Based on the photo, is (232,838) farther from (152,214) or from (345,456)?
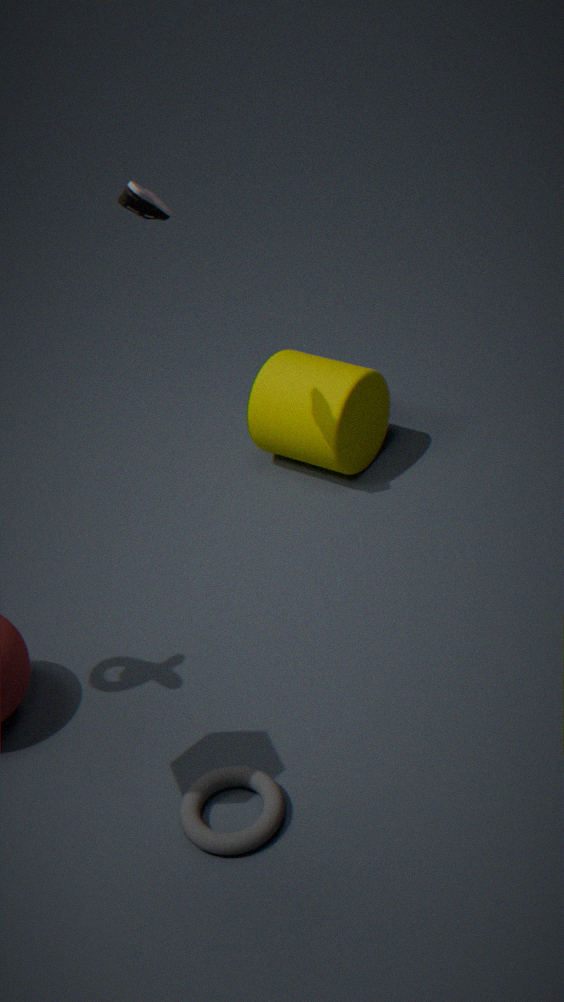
(152,214)
